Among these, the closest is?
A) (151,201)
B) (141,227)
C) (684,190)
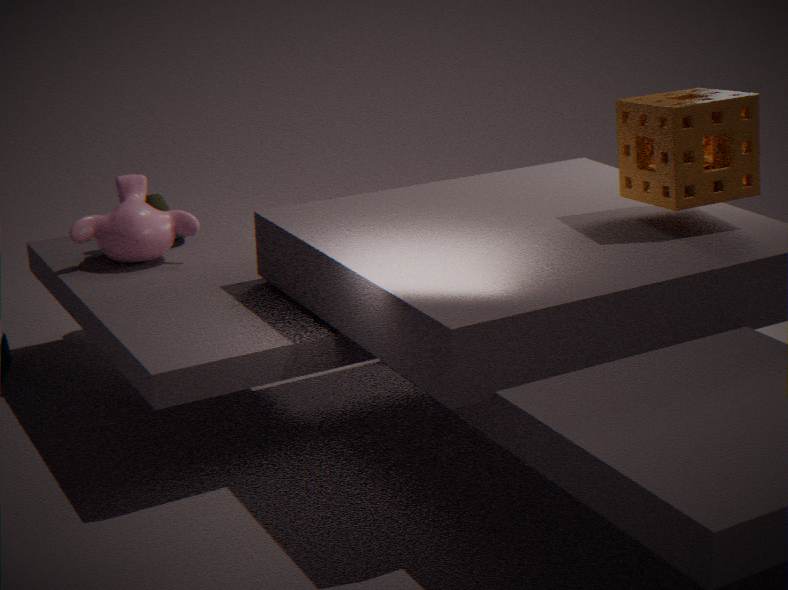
(684,190)
